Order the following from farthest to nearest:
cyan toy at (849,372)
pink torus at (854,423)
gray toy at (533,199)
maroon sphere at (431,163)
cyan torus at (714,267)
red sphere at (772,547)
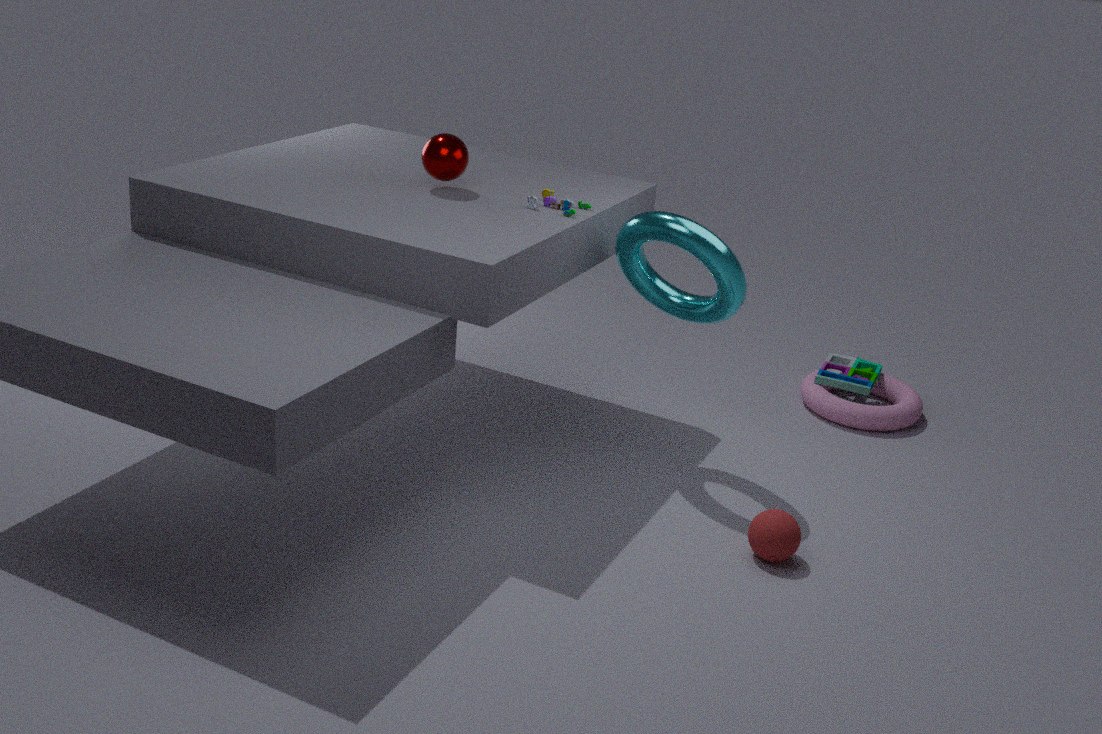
1. cyan toy at (849,372)
2. pink torus at (854,423)
3. maroon sphere at (431,163)
4. gray toy at (533,199)
5. cyan torus at (714,267)
6. red sphere at (772,547)
